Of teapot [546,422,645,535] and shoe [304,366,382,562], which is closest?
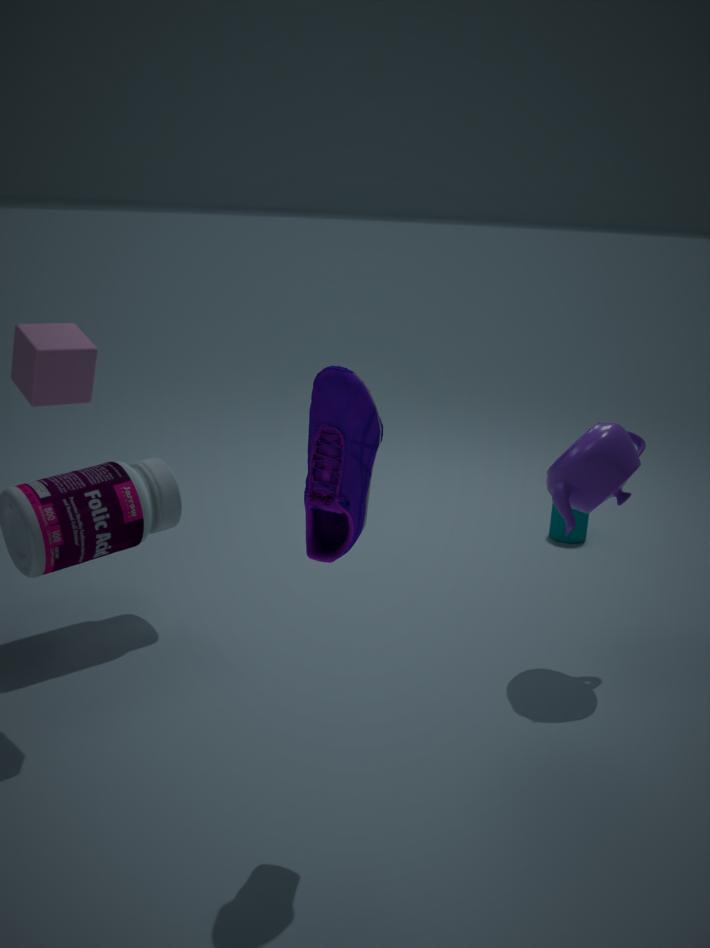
shoe [304,366,382,562]
